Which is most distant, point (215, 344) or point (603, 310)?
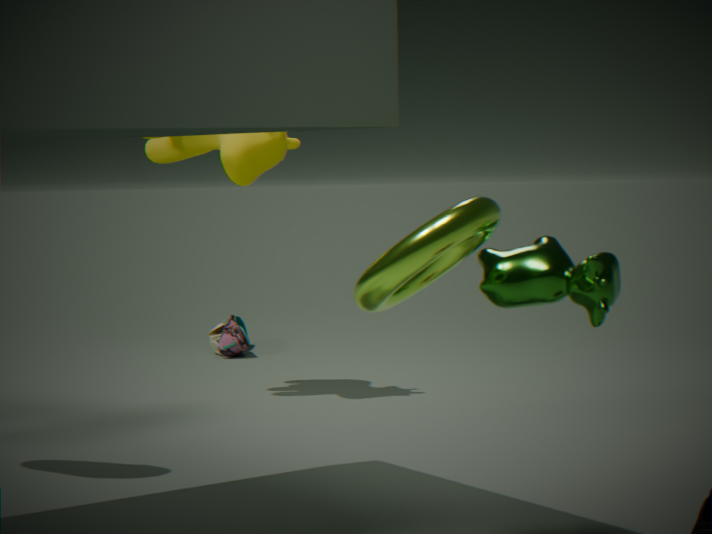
point (215, 344)
